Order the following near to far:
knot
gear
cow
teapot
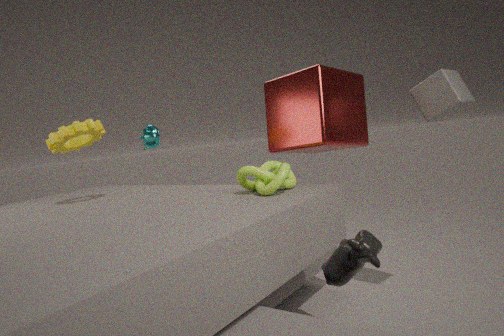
cow
knot
gear
teapot
